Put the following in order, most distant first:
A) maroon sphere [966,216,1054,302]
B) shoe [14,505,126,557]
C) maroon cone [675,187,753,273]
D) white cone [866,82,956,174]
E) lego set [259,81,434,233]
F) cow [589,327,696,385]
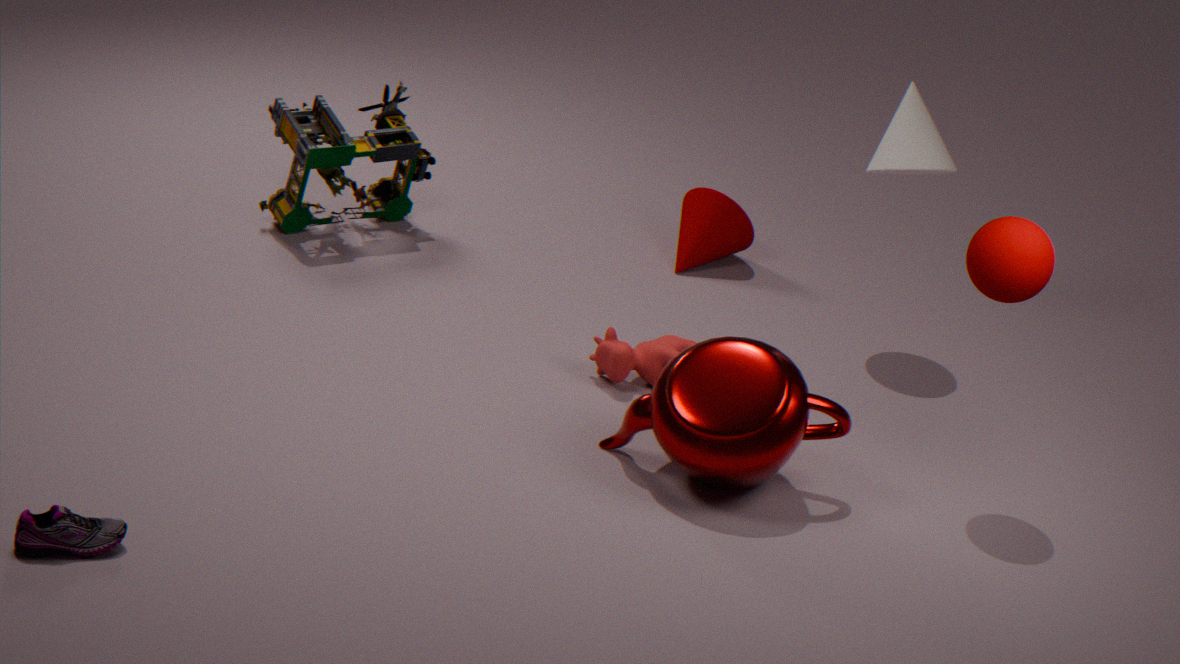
maroon cone [675,187,753,273]
lego set [259,81,434,233]
white cone [866,82,956,174]
cow [589,327,696,385]
maroon sphere [966,216,1054,302]
shoe [14,505,126,557]
